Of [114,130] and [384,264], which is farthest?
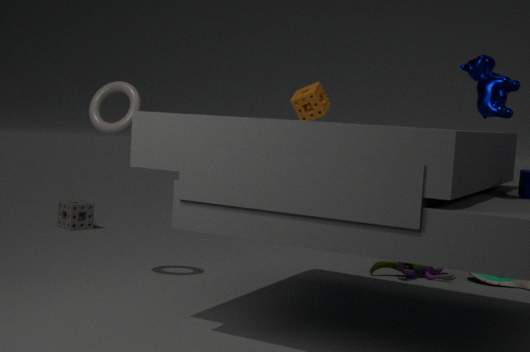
[384,264]
